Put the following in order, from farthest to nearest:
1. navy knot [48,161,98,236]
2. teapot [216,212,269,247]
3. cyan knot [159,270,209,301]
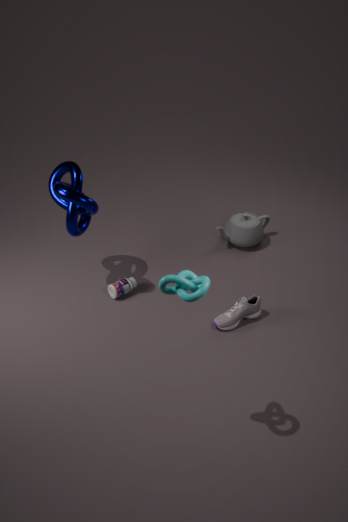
teapot [216,212,269,247], navy knot [48,161,98,236], cyan knot [159,270,209,301]
